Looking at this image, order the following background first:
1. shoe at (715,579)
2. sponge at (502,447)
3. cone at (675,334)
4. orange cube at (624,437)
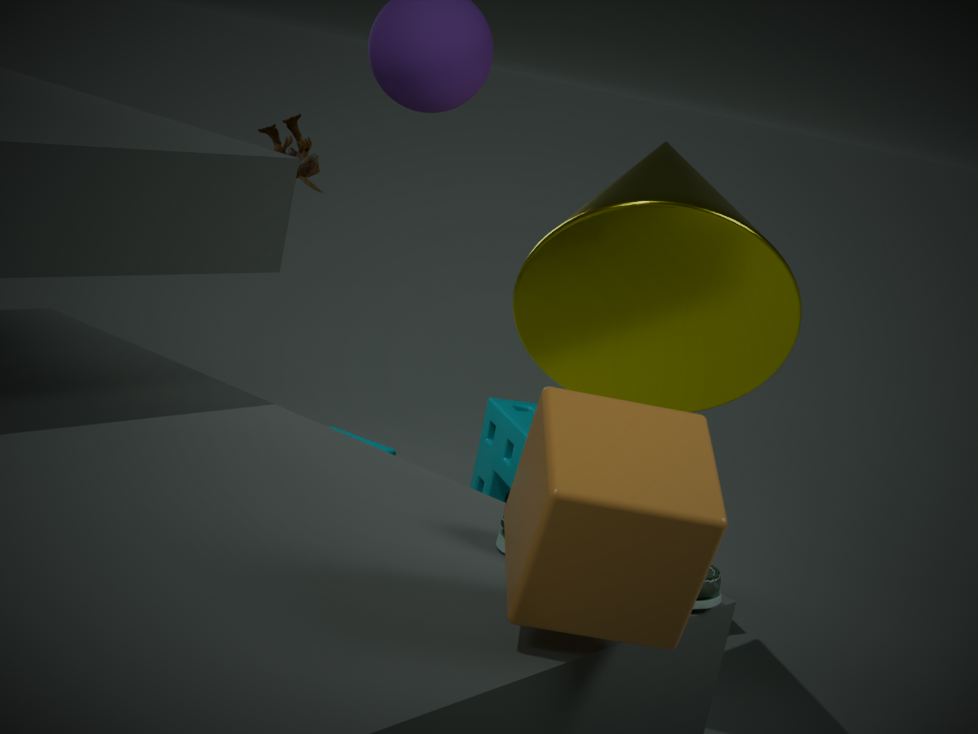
sponge at (502,447), cone at (675,334), shoe at (715,579), orange cube at (624,437)
